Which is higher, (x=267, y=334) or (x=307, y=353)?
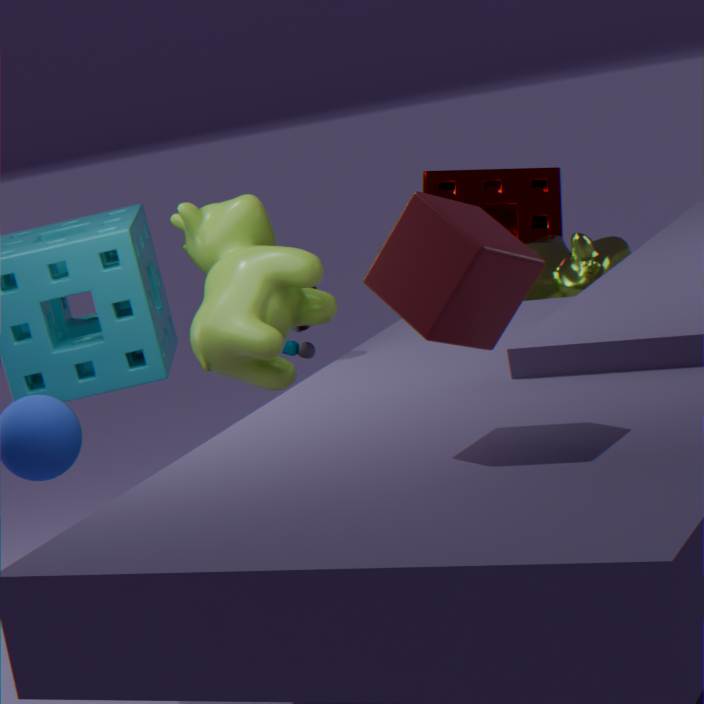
(x=267, y=334)
